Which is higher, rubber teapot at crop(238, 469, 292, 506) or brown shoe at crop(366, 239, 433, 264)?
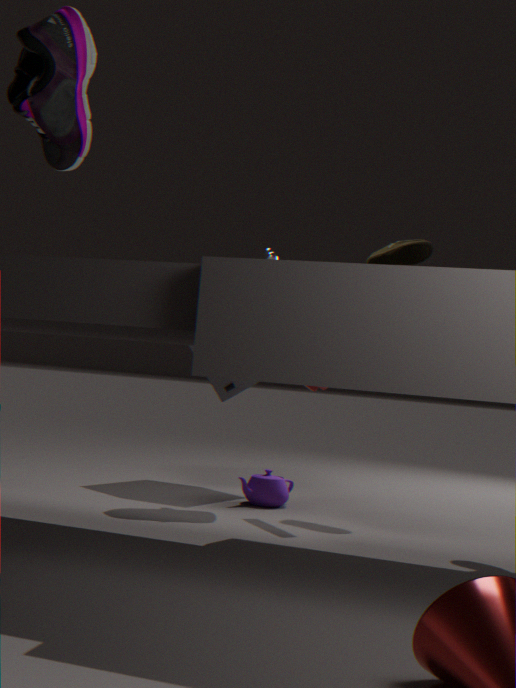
brown shoe at crop(366, 239, 433, 264)
